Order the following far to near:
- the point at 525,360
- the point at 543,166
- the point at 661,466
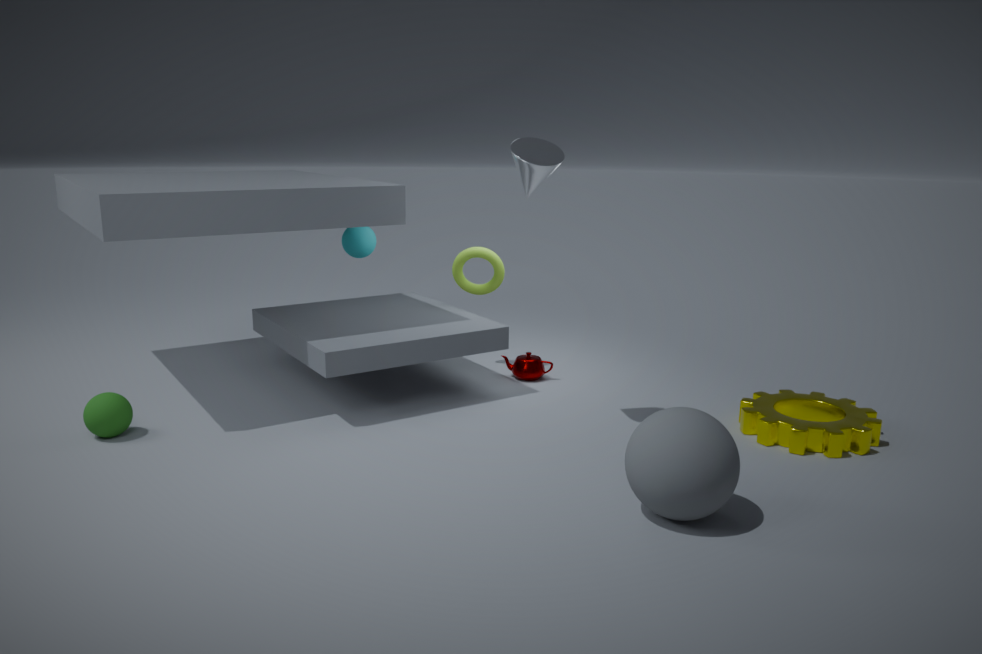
1. the point at 525,360
2. the point at 543,166
3. the point at 661,466
